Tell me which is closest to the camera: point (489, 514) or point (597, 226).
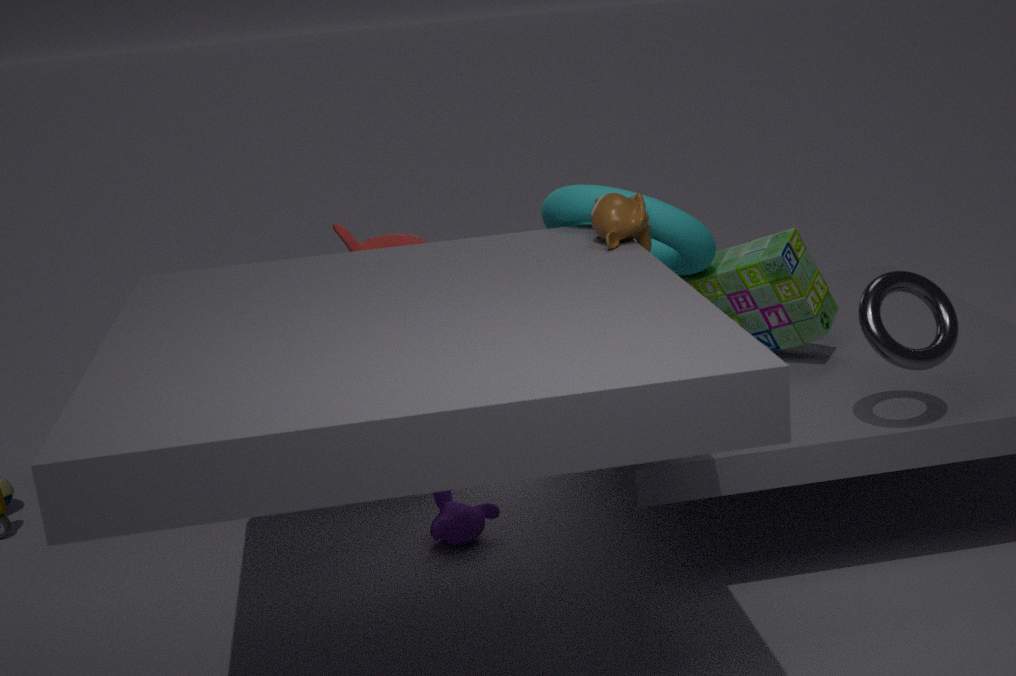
point (597, 226)
